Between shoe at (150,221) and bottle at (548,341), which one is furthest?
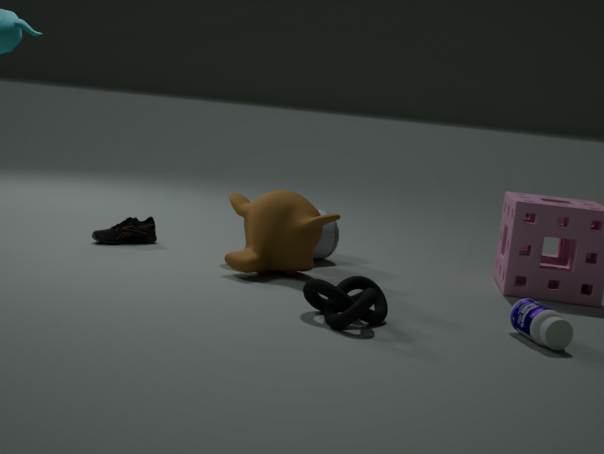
shoe at (150,221)
